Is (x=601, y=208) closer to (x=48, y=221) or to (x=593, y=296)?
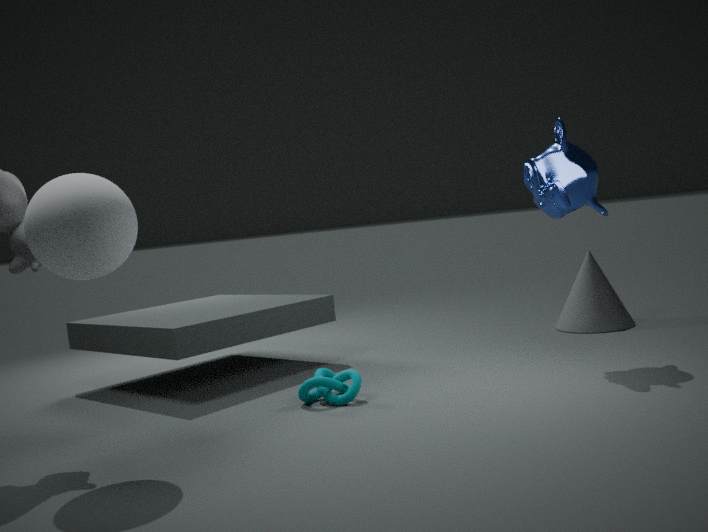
(x=593, y=296)
